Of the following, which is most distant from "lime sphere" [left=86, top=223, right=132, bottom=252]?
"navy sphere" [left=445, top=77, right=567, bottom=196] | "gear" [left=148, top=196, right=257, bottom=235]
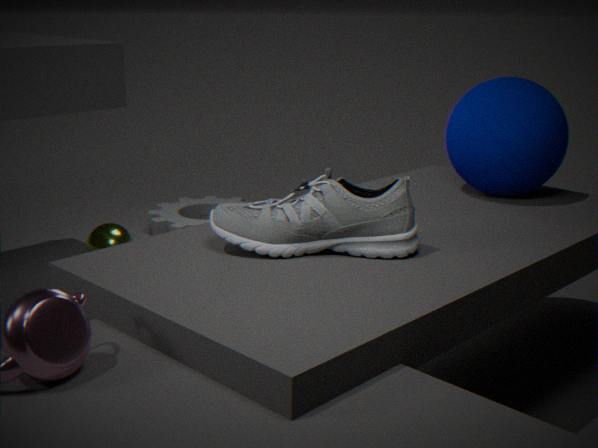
"navy sphere" [left=445, top=77, right=567, bottom=196]
